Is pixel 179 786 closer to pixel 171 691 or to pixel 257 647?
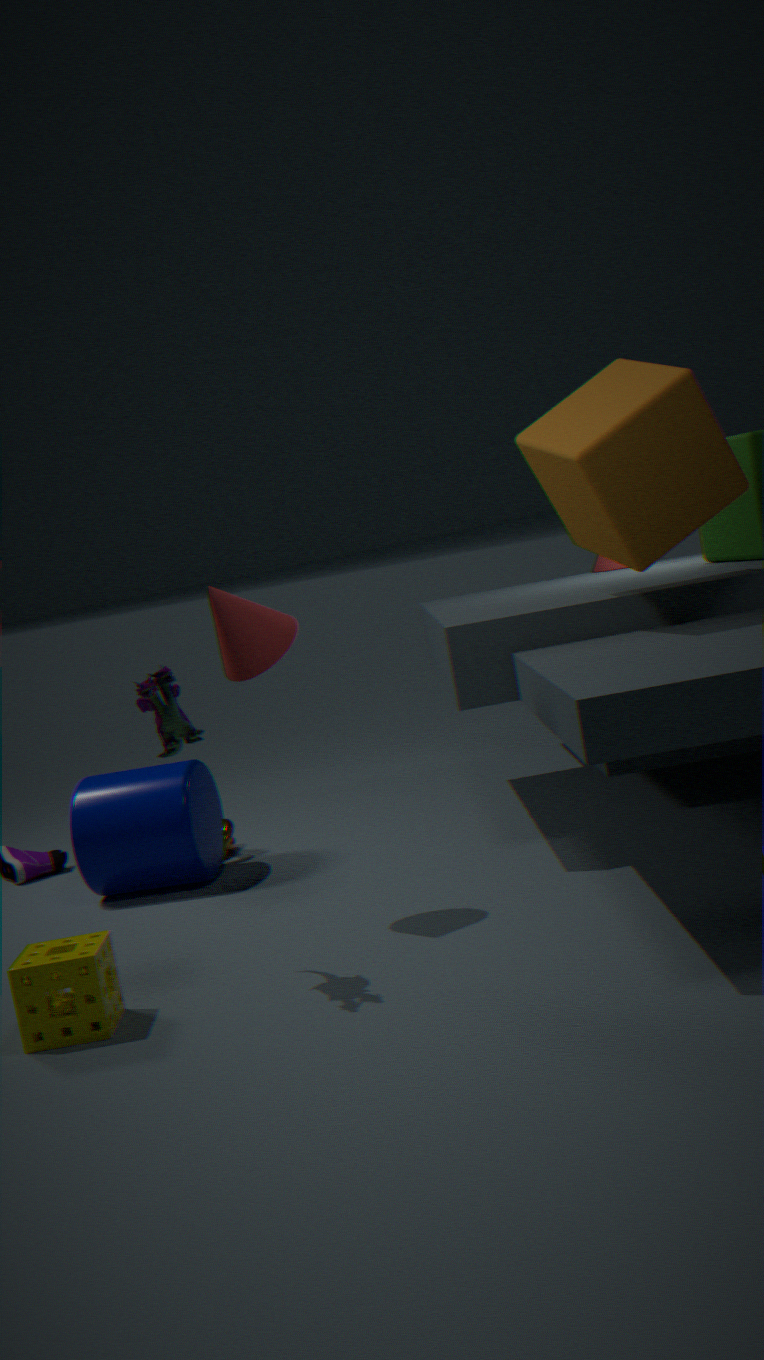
pixel 257 647
